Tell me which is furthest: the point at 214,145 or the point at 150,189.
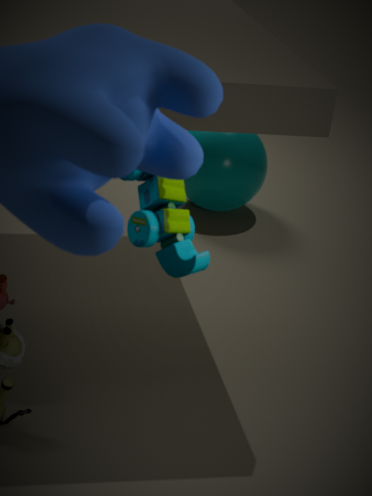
the point at 214,145
